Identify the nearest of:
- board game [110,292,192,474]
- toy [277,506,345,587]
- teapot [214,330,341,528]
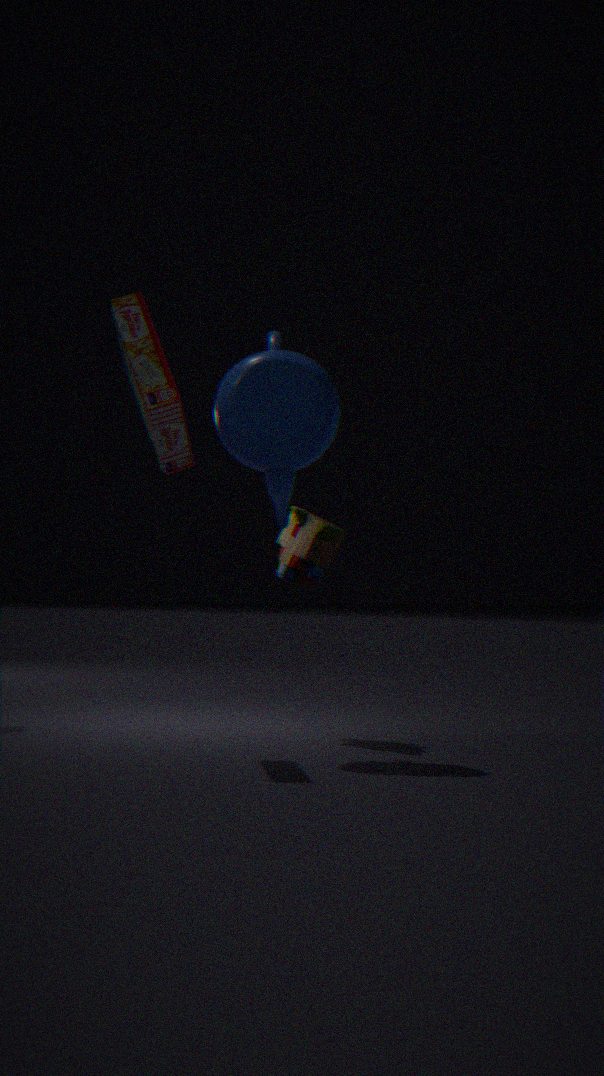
board game [110,292,192,474]
